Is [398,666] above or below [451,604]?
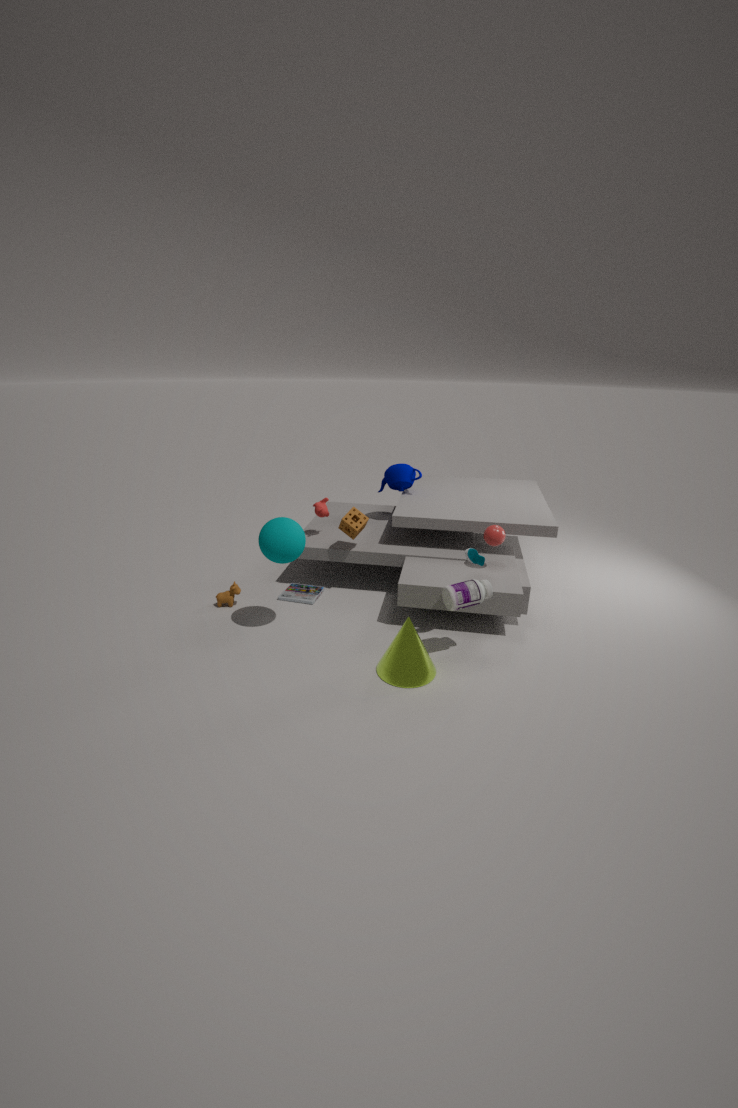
below
